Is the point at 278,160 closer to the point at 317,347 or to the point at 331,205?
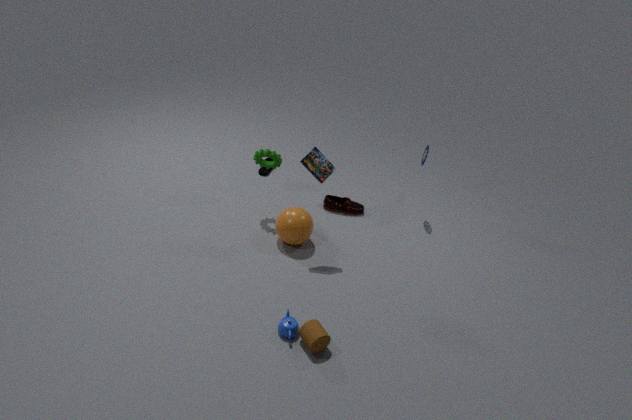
the point at 331,205
